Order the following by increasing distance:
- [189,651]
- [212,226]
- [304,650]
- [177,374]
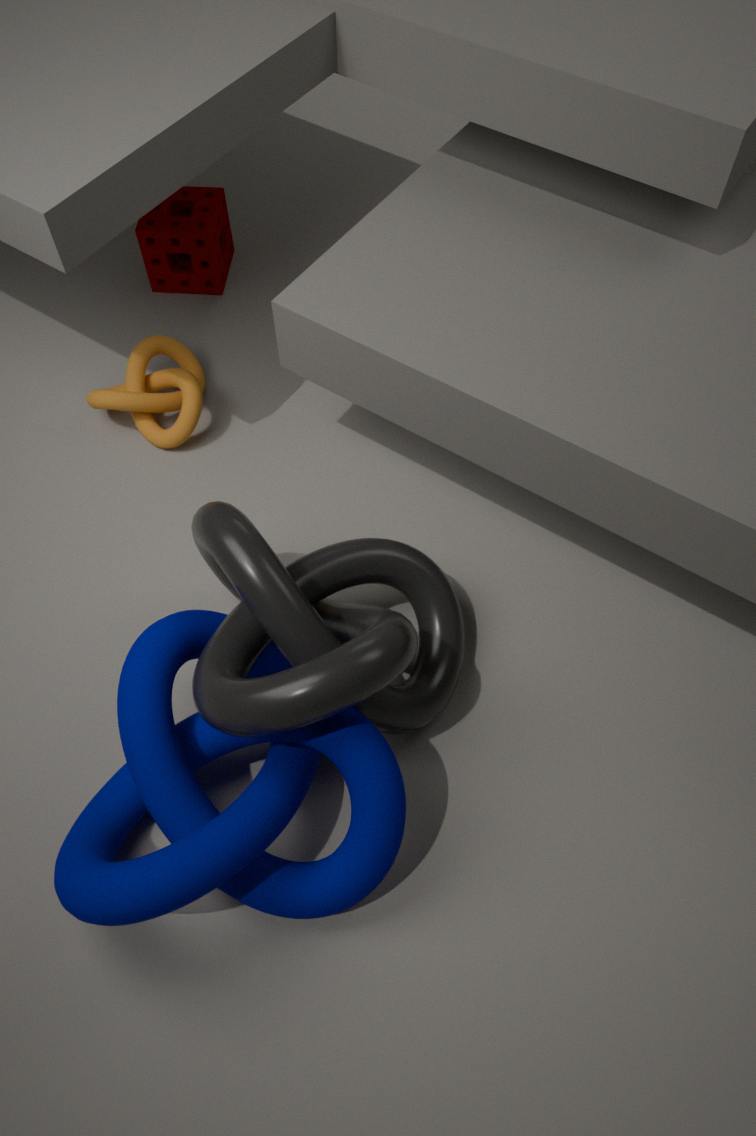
[304,650], [189,651], [177,374], [212,226]
